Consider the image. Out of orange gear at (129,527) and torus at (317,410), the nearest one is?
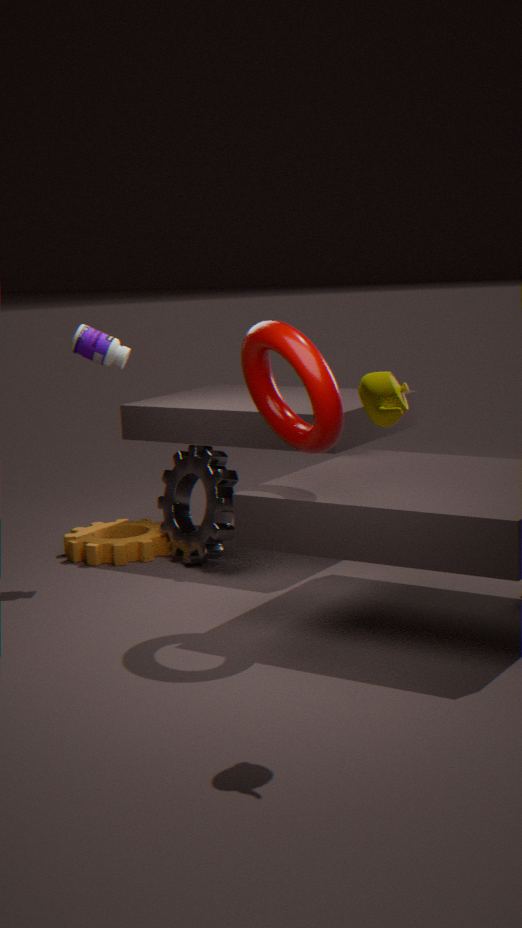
torus at (317,410)
